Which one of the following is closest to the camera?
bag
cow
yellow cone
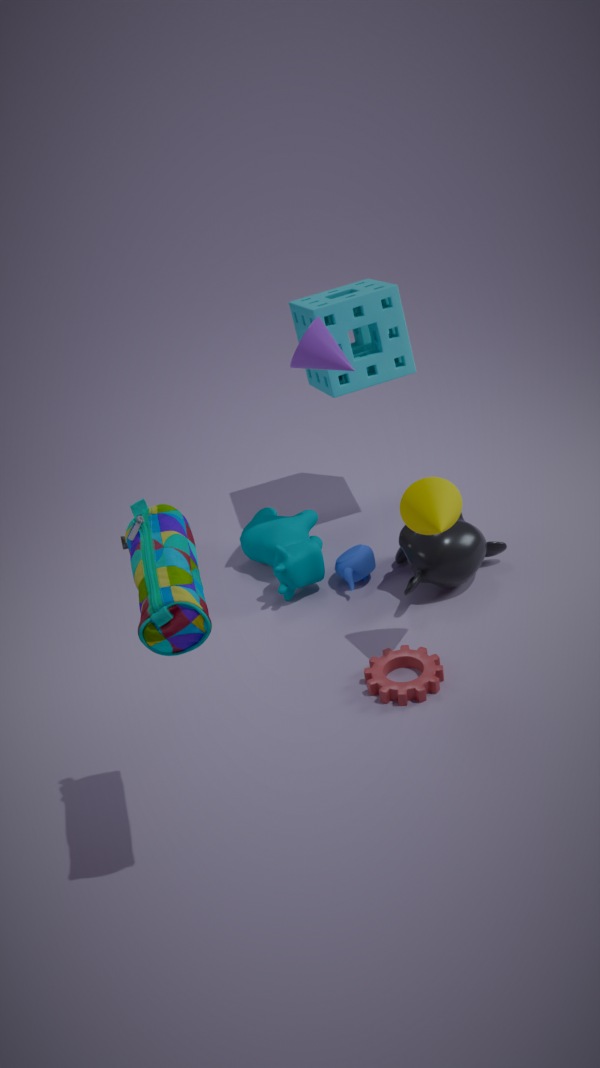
bag
